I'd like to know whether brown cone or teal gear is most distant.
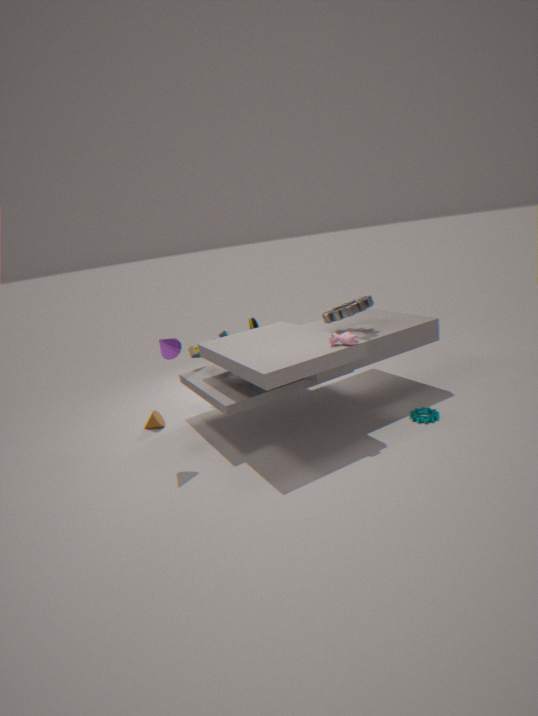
brown cone
